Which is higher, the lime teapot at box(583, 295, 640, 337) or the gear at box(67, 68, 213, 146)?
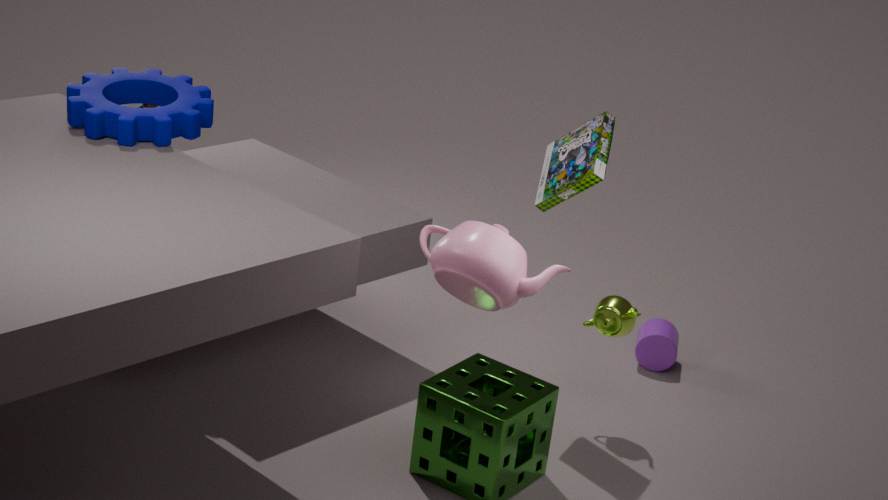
the gear at box(67, 68, 213, 146)
